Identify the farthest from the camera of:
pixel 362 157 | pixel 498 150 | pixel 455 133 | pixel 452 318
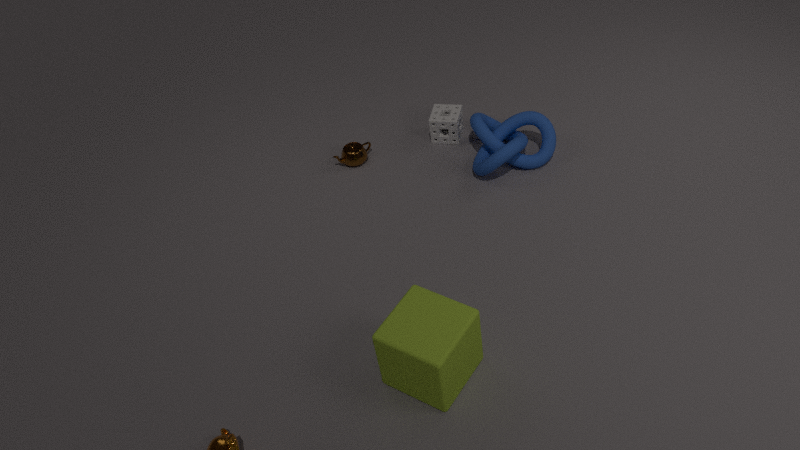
pixel 455 133
